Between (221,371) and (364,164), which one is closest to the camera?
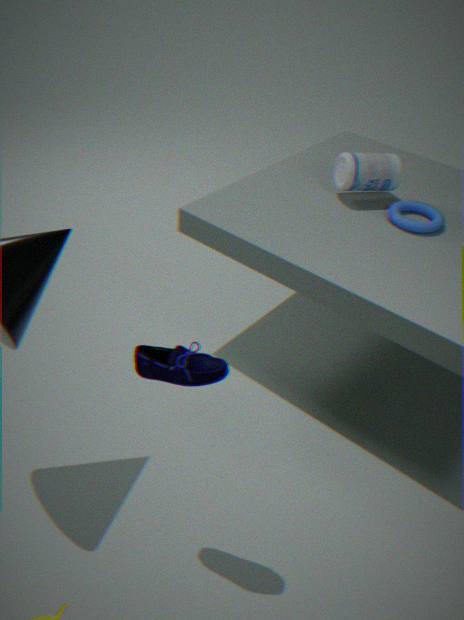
(221,371)
